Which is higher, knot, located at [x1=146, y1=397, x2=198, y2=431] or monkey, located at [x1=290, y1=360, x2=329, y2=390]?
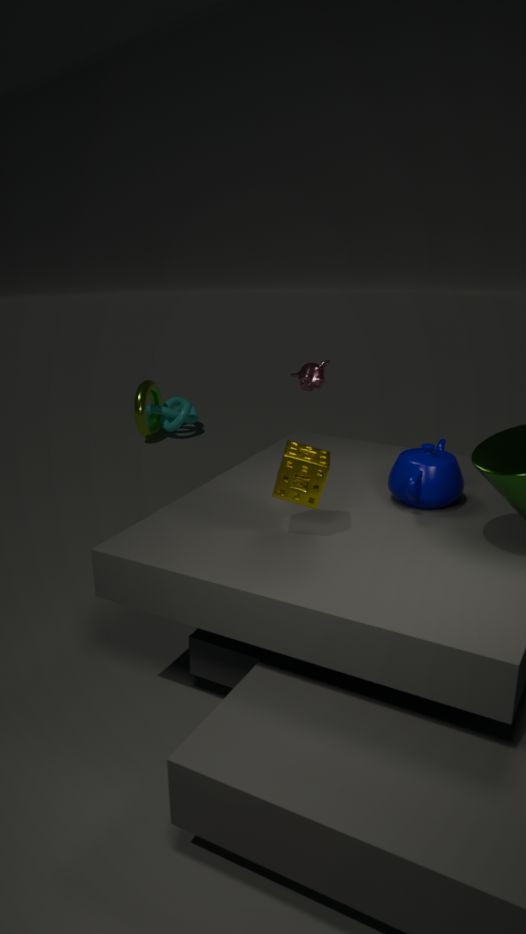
monkey, located at [x1=290, y1=360, x2=329, y2=390]
